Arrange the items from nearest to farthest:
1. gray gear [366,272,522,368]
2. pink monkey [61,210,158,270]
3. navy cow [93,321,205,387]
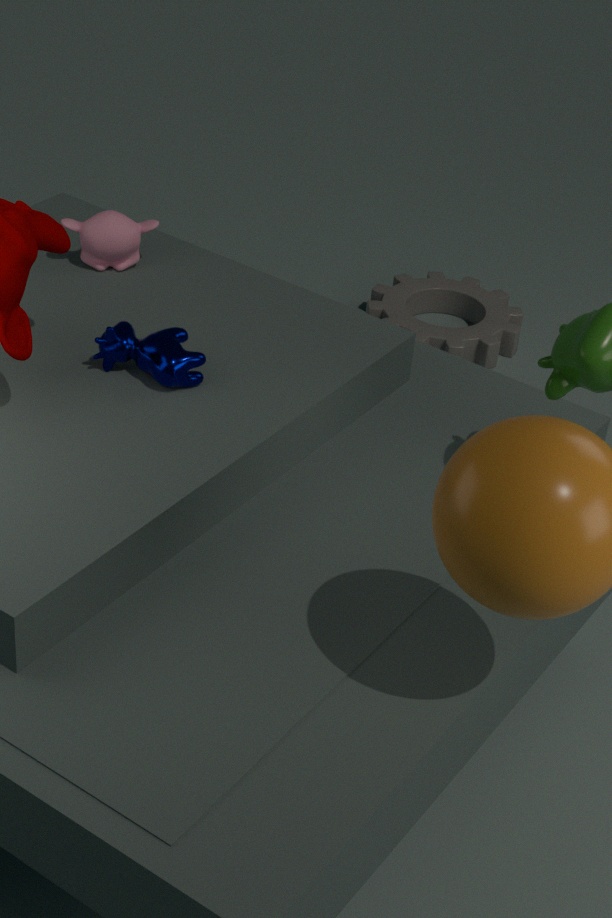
navy cow [93,321,205,387] < pink monkey [61,210,158,270] < gray gear [366,272,522,368]
